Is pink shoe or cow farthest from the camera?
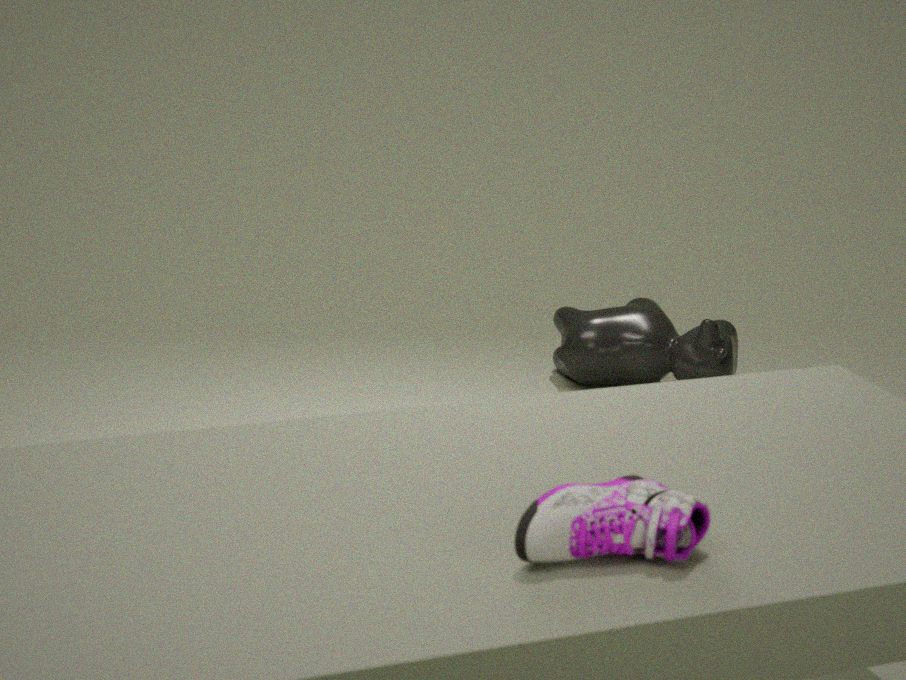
cow
